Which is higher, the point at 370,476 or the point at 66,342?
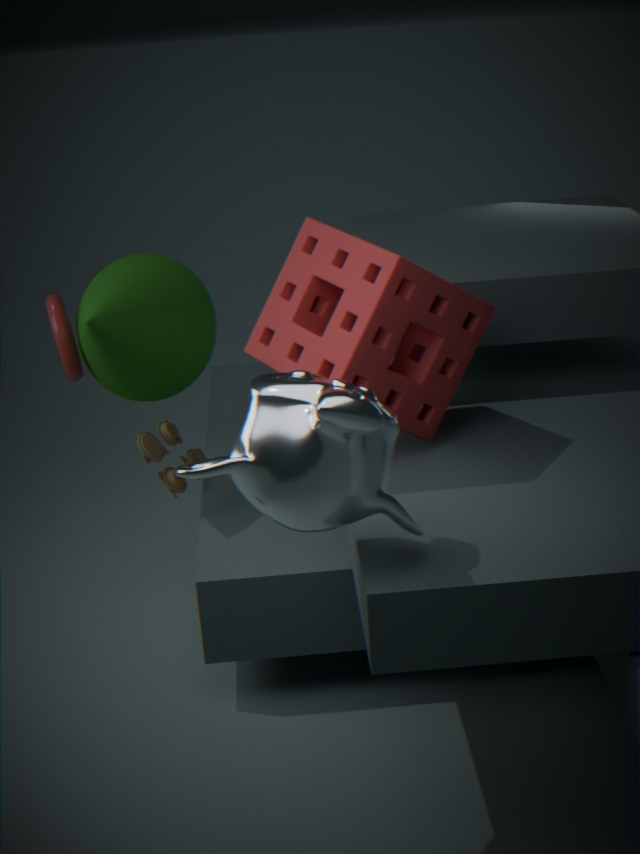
the point at 370,476
